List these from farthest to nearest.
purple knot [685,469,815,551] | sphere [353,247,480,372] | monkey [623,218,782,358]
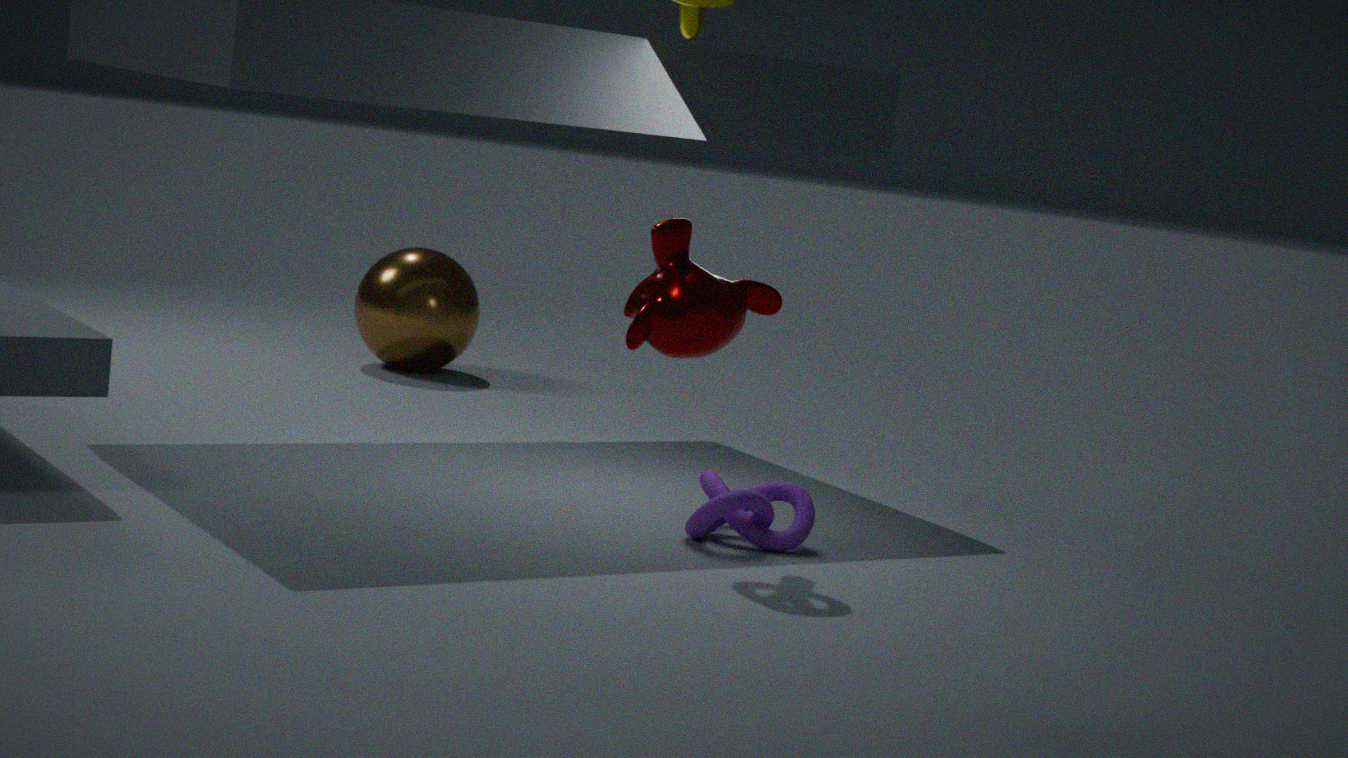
sphere [353,247,480,372], purple knot [685,469,815,551], monkey [623,218,782,358]
